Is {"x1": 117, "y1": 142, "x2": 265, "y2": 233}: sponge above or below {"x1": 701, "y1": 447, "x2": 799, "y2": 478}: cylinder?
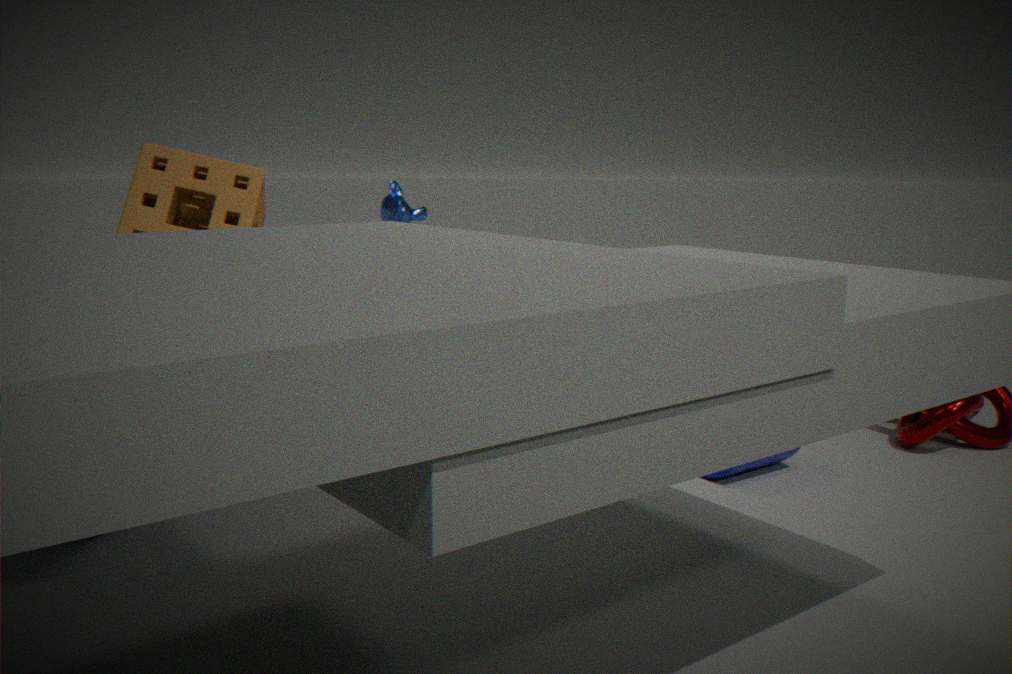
above
